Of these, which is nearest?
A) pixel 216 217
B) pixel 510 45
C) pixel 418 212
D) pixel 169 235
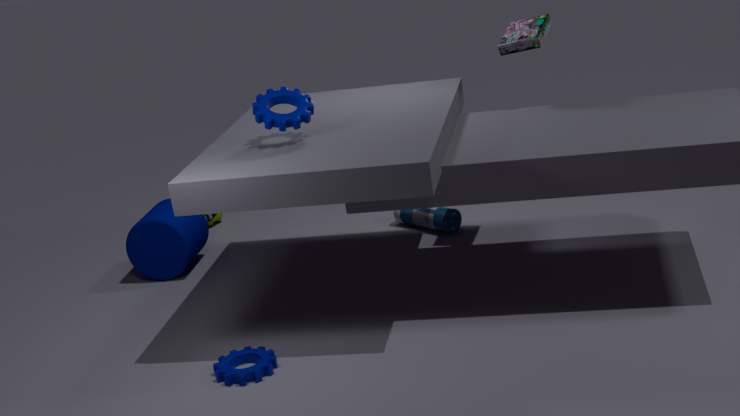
pixel 510 45
